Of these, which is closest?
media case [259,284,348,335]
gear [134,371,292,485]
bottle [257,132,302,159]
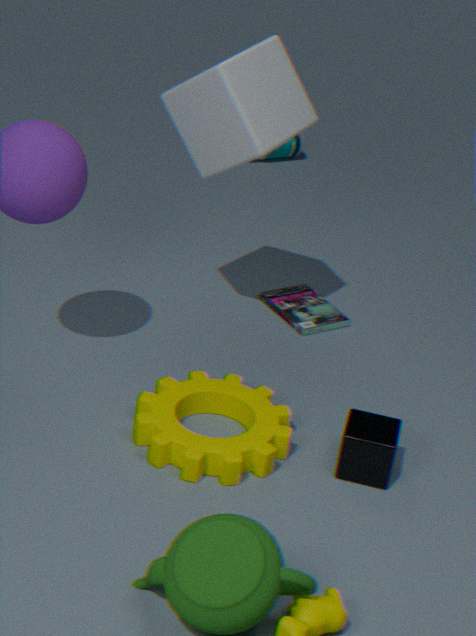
gear [134,371,292,485]
